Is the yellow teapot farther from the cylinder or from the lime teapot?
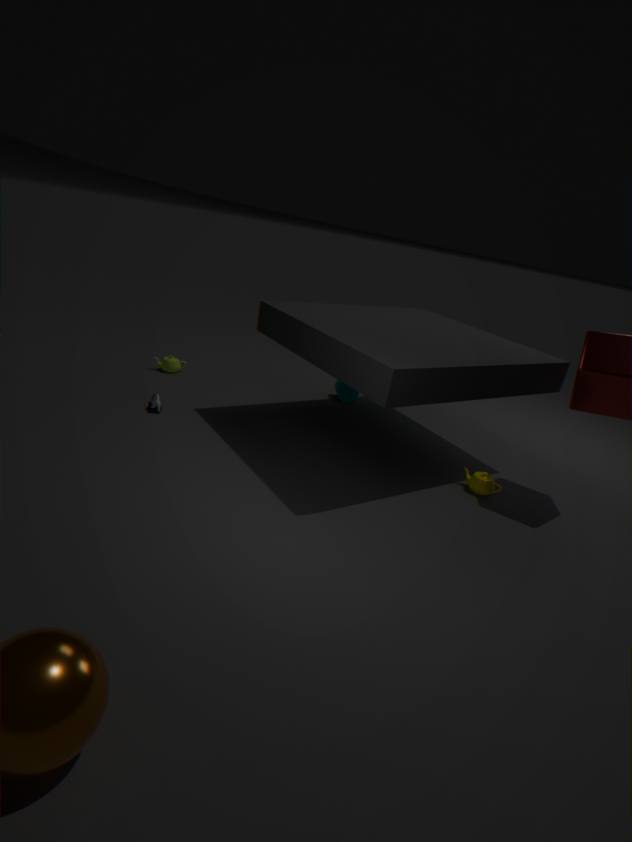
the lime teapot
